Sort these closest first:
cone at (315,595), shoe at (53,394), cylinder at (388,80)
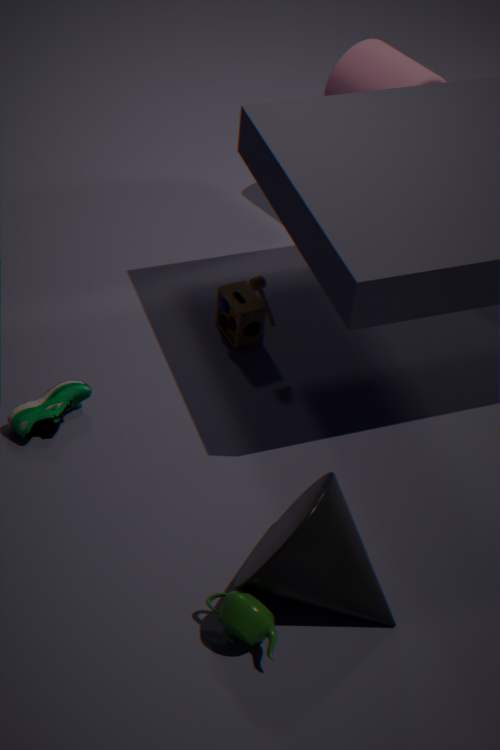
cone at (315,595) < shoe at (53,394) < cylinder at (388,80)
